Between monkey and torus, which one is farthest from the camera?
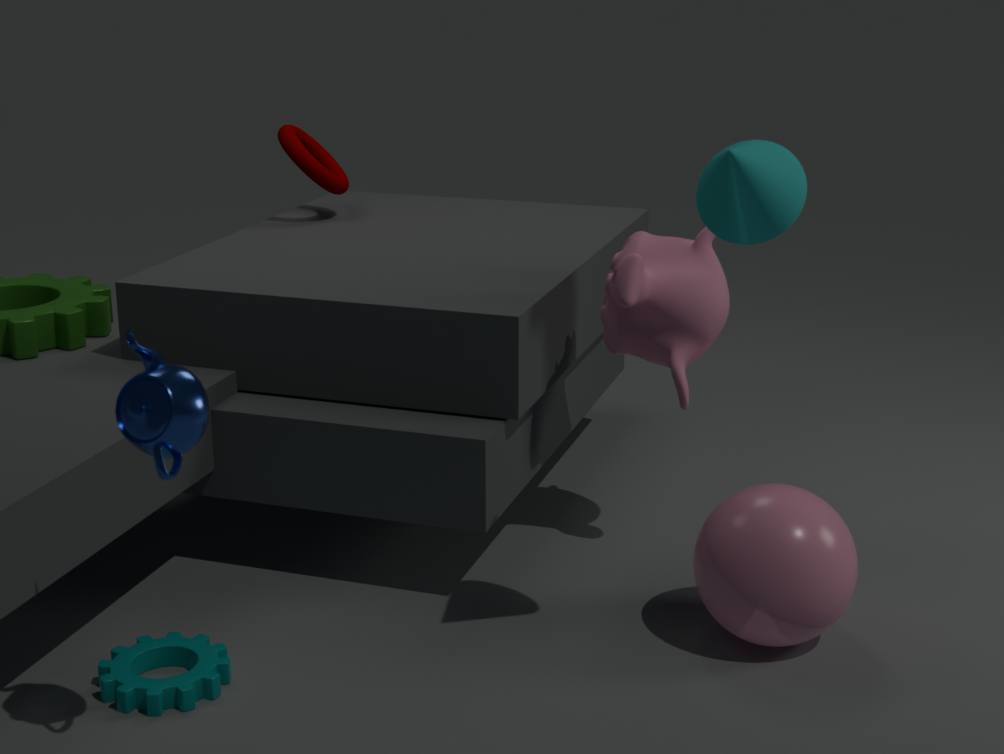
torus
